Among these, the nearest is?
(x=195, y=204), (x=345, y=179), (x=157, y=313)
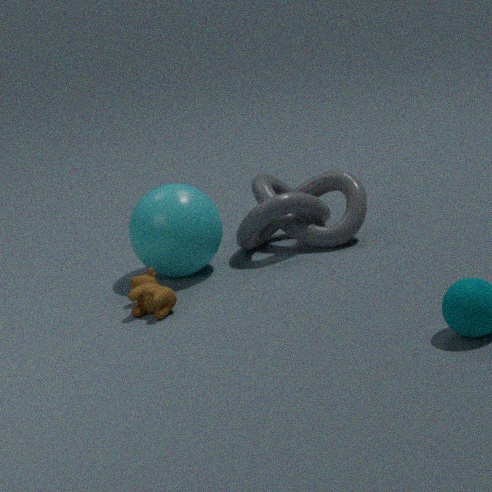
(x=157, y=313)
